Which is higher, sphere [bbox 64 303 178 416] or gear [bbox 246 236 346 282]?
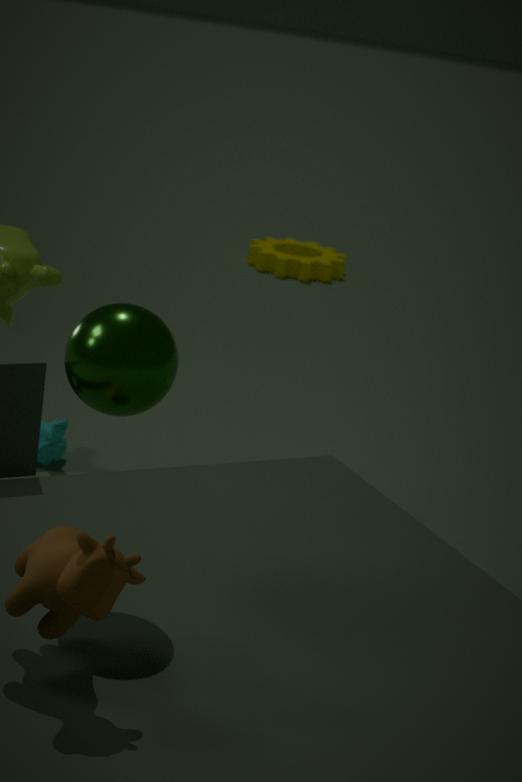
sphere [bbox 64 303 178 416]
